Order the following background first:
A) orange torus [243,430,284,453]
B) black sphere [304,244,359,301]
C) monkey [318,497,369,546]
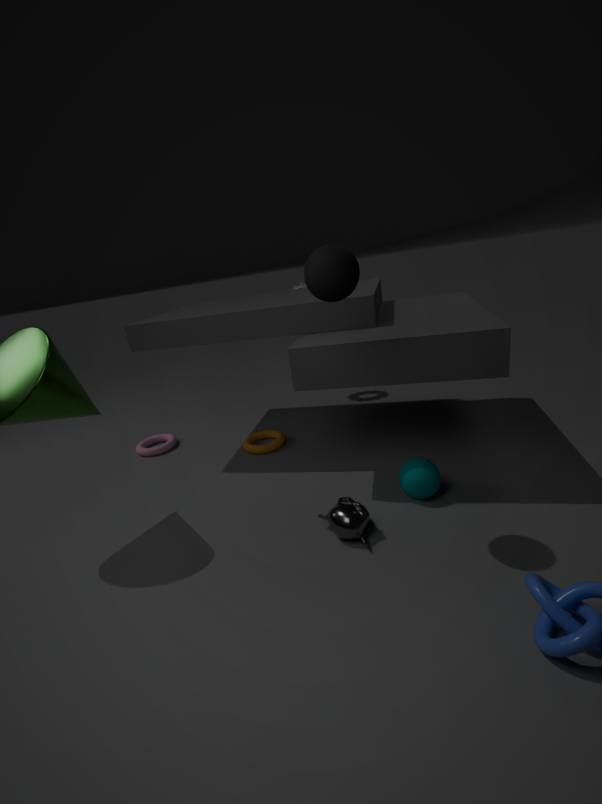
orange torus [243,430,284,453]
monkey [318,497,369,546]
black sphere [304,244,359,301]
